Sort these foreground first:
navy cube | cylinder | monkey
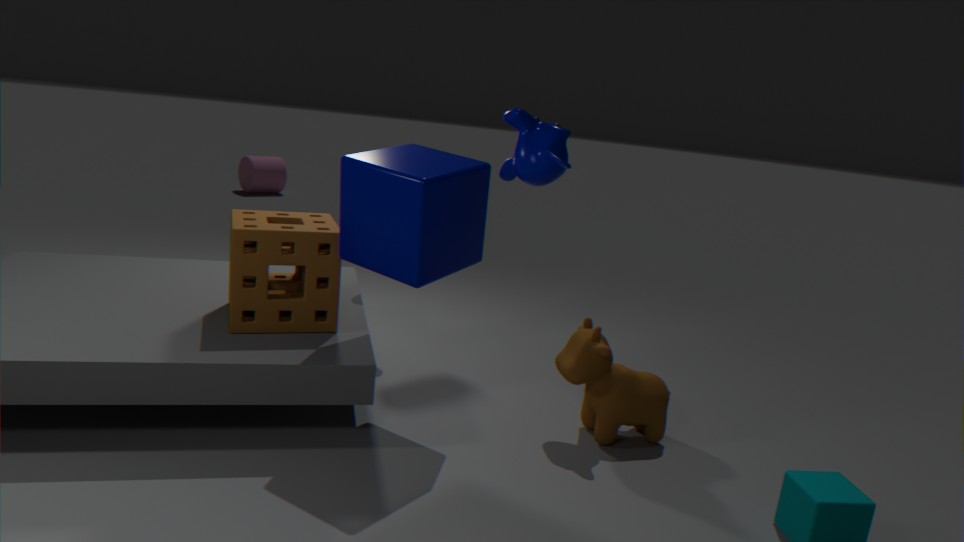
monkey < navy cube < cylinder
